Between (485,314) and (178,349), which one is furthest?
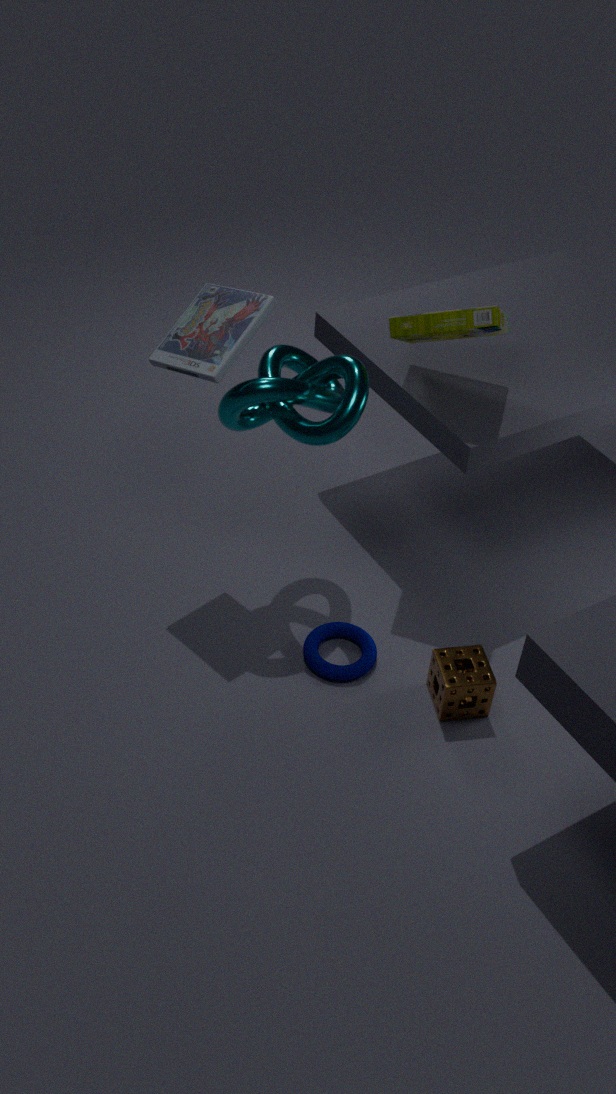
(178,349)
